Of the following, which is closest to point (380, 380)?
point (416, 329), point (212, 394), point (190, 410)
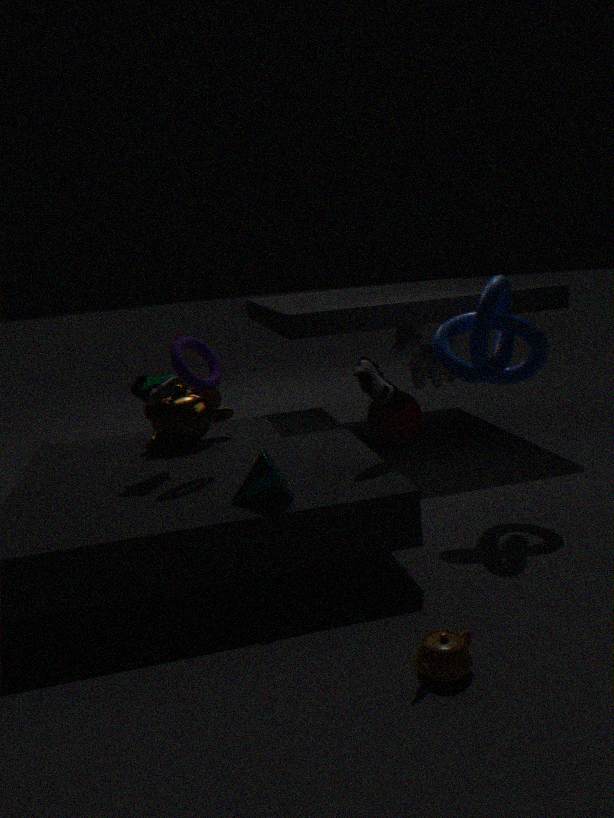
point (190, 410)
